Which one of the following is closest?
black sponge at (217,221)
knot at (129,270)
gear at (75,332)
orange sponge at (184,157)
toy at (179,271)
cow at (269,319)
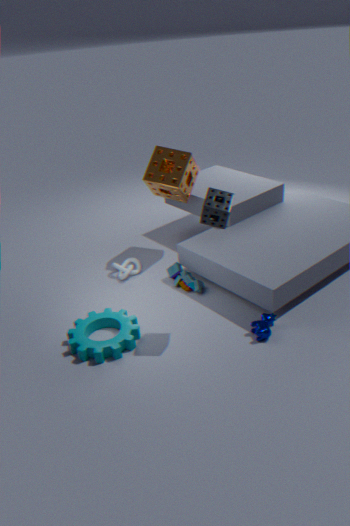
black sponge at (217,221)
